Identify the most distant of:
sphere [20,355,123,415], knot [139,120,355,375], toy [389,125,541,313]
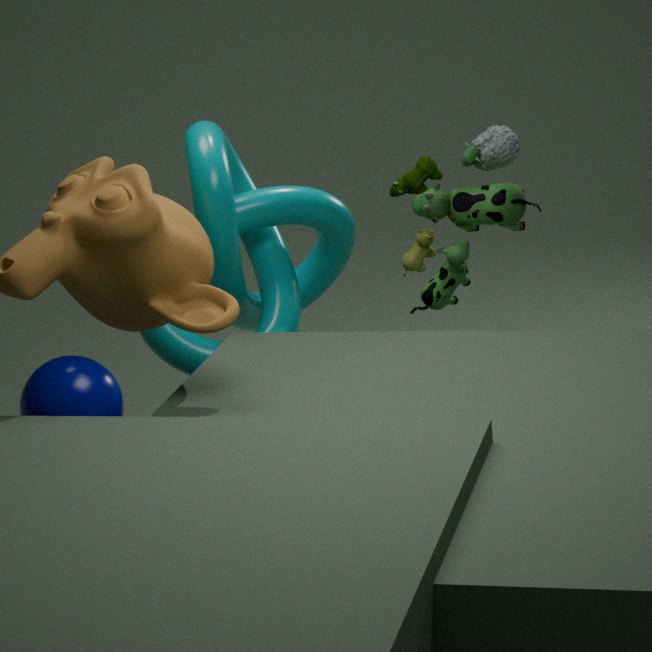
toy [389,125,541,313]
